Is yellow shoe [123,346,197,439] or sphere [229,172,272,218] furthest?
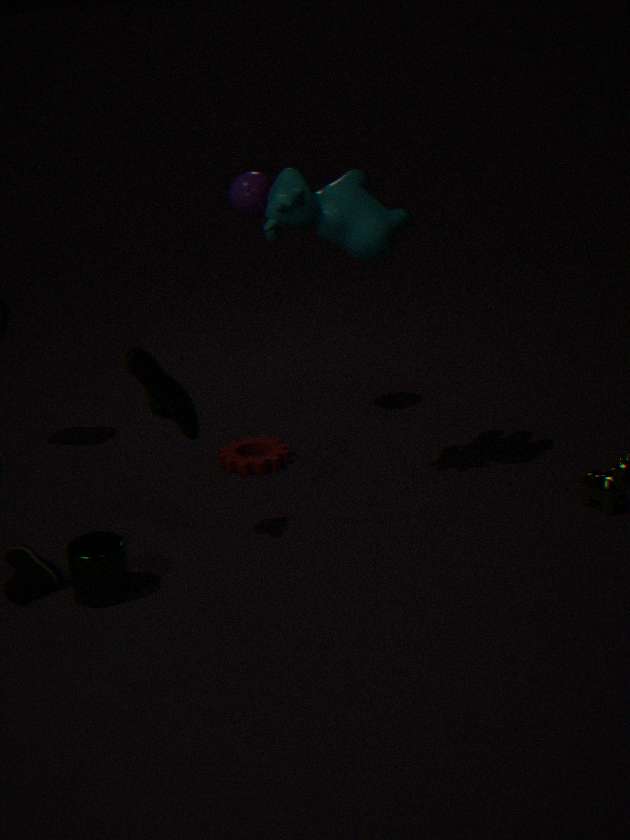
sphere [229,172,272,218]
